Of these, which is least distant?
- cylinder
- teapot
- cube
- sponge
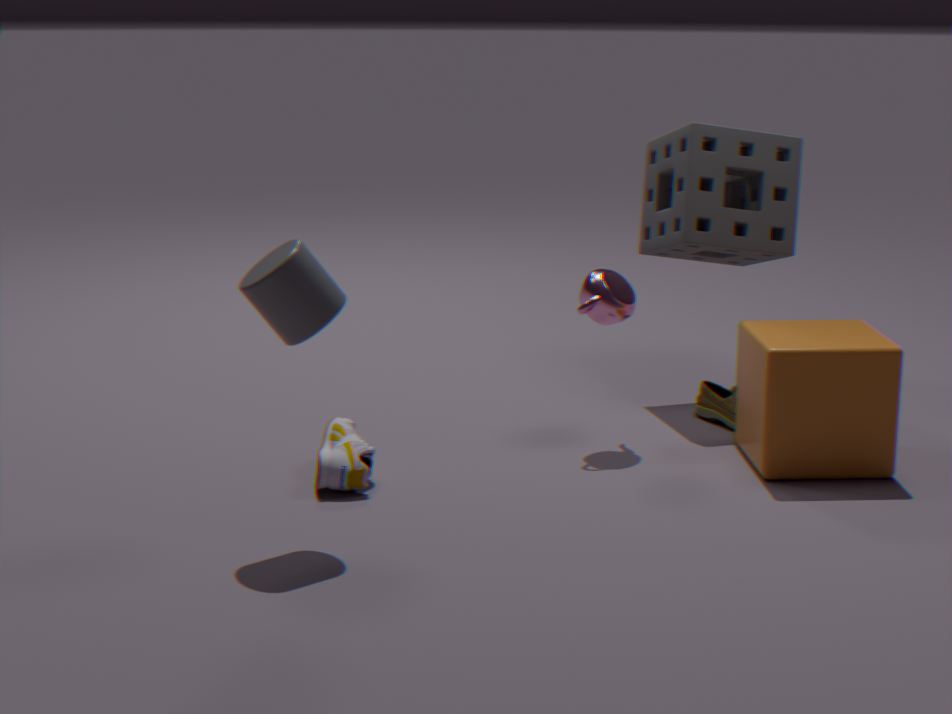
cylinder
